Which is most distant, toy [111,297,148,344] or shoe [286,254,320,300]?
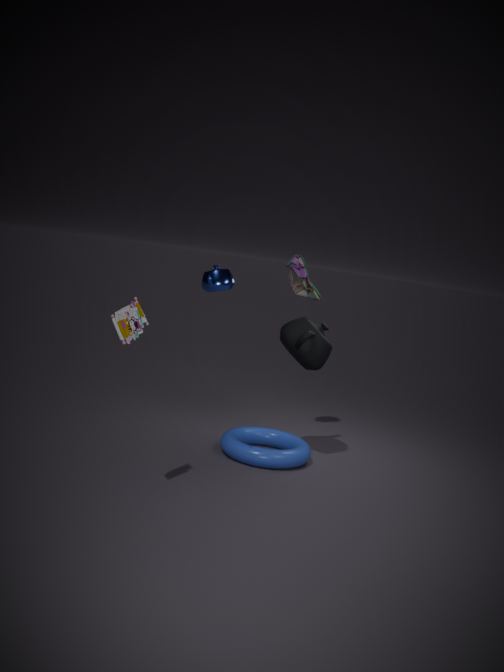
shoe [286,254,320,300]
